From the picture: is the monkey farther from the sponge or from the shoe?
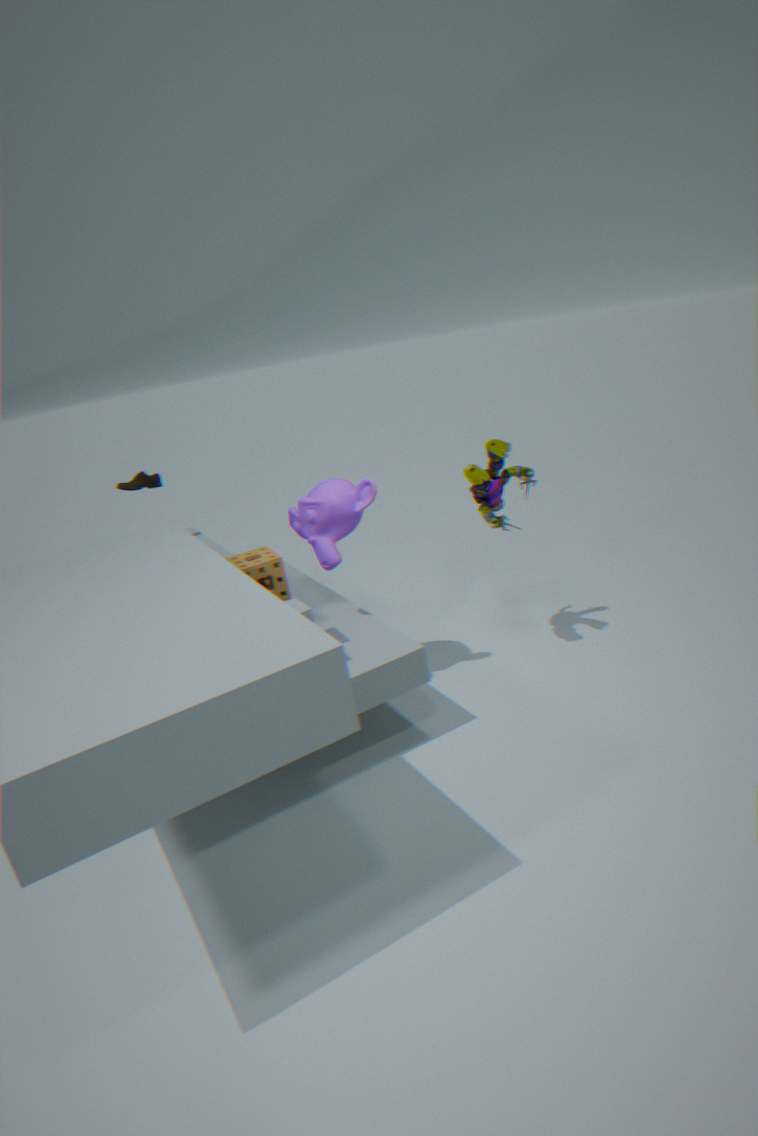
the shoe
